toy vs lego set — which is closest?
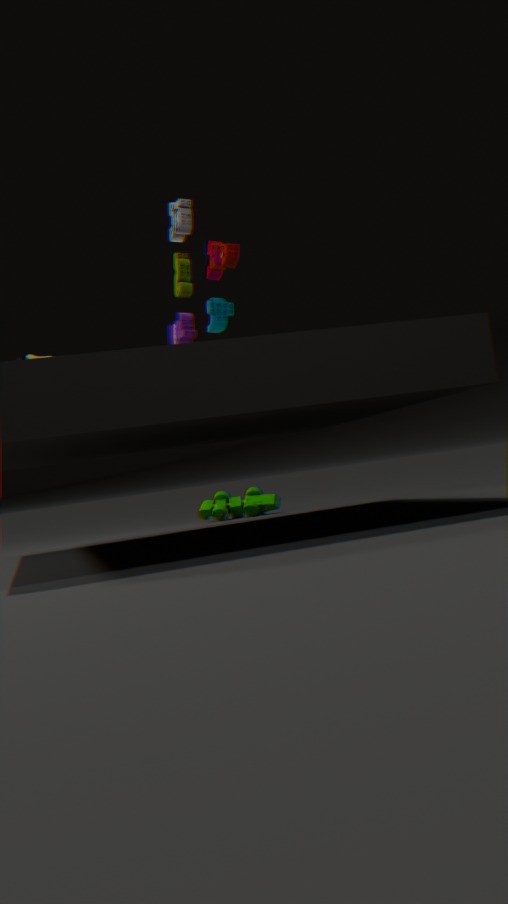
lego set
